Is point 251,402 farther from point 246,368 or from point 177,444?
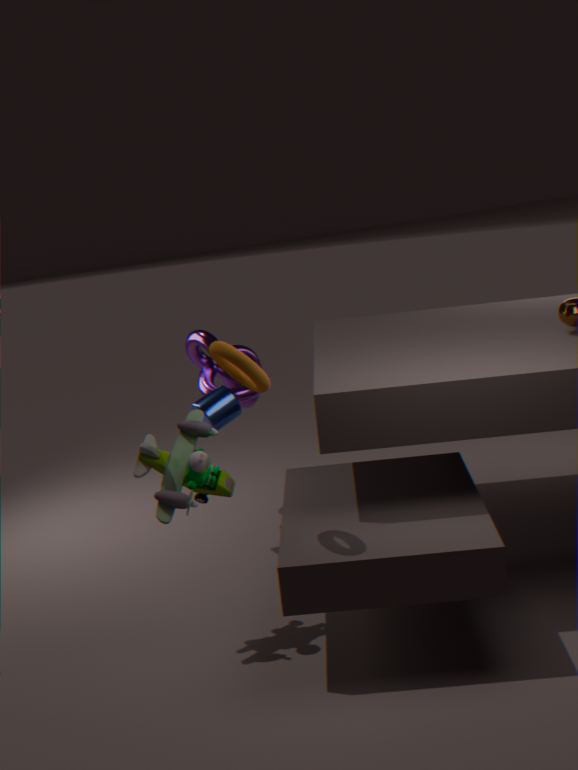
point 246,368
